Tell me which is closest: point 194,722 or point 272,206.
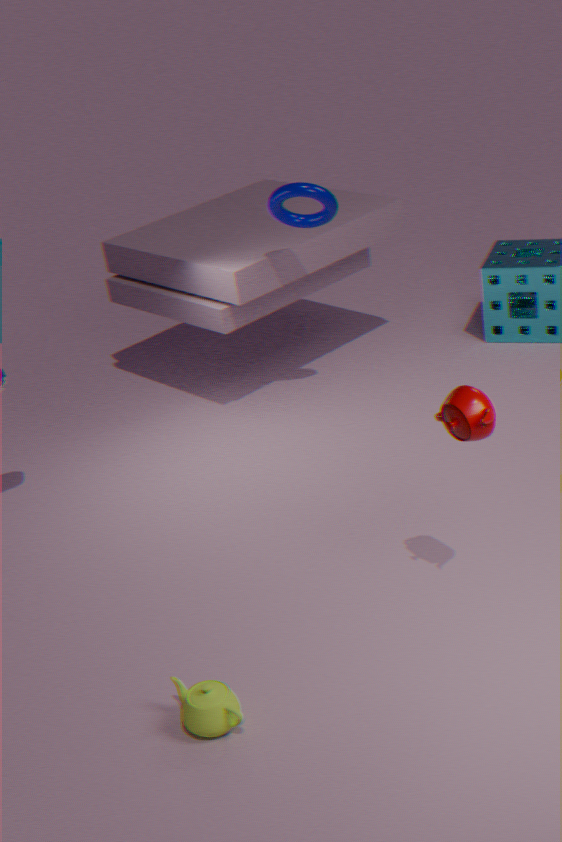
point 194,722
